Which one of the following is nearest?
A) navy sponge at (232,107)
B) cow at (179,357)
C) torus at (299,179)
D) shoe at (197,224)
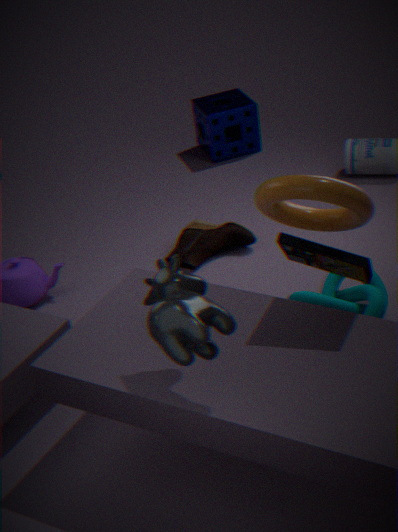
cow at (179,357)
